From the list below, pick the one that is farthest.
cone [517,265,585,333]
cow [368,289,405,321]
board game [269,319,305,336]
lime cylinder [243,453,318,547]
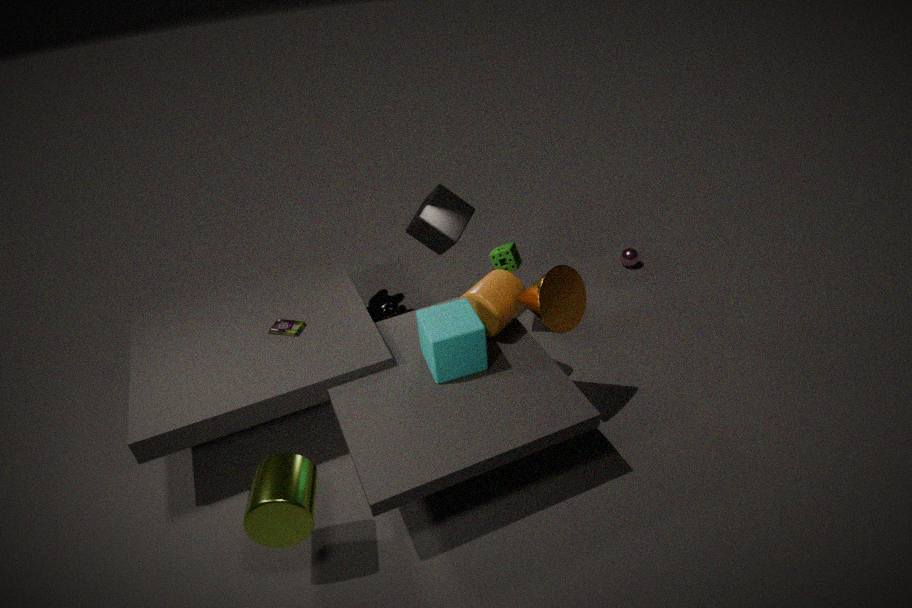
cow [368,289,405,321]
